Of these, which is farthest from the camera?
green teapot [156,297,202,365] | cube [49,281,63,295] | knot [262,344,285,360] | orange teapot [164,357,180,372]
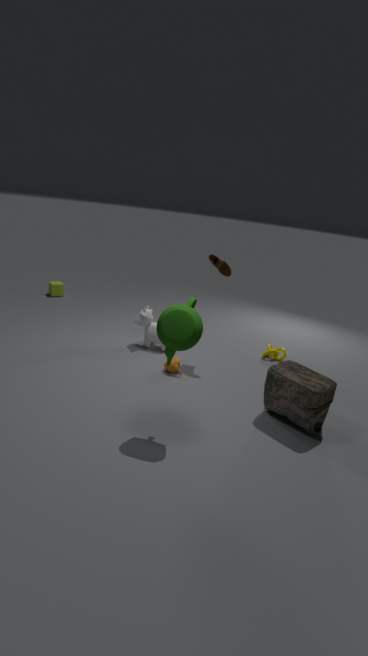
cube [49,281,63,295]
